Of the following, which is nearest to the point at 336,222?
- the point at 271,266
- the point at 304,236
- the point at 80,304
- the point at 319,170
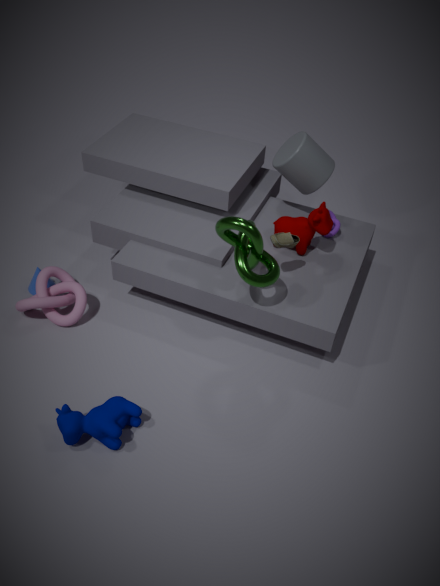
the point at 304,236
